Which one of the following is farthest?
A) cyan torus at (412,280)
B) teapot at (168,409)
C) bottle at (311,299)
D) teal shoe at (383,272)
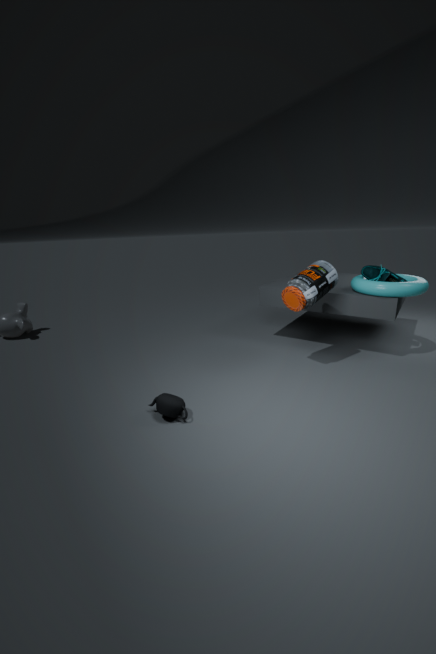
teal shoe at (383,272)
